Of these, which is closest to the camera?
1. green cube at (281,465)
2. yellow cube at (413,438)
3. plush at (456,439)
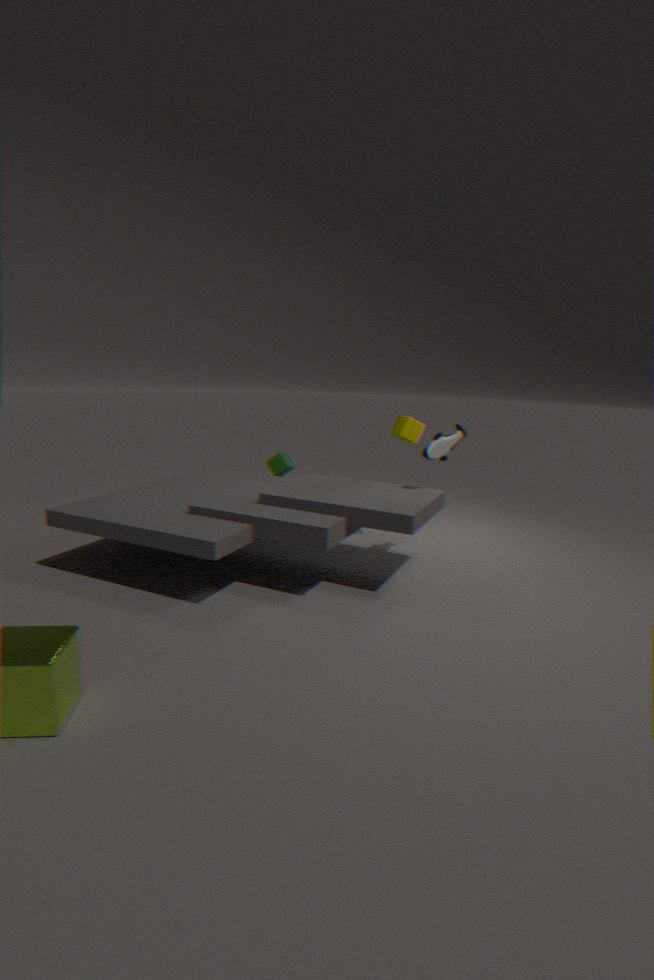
plush at (456,439)
